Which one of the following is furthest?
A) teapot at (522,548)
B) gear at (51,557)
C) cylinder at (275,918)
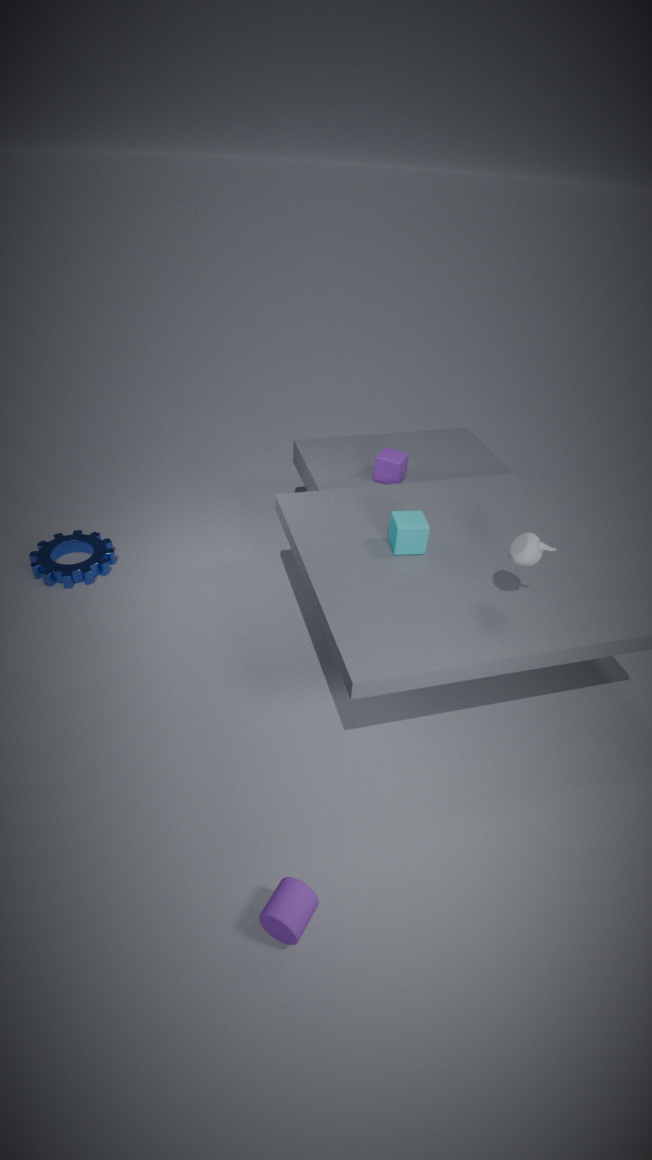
gear at (51,557)
